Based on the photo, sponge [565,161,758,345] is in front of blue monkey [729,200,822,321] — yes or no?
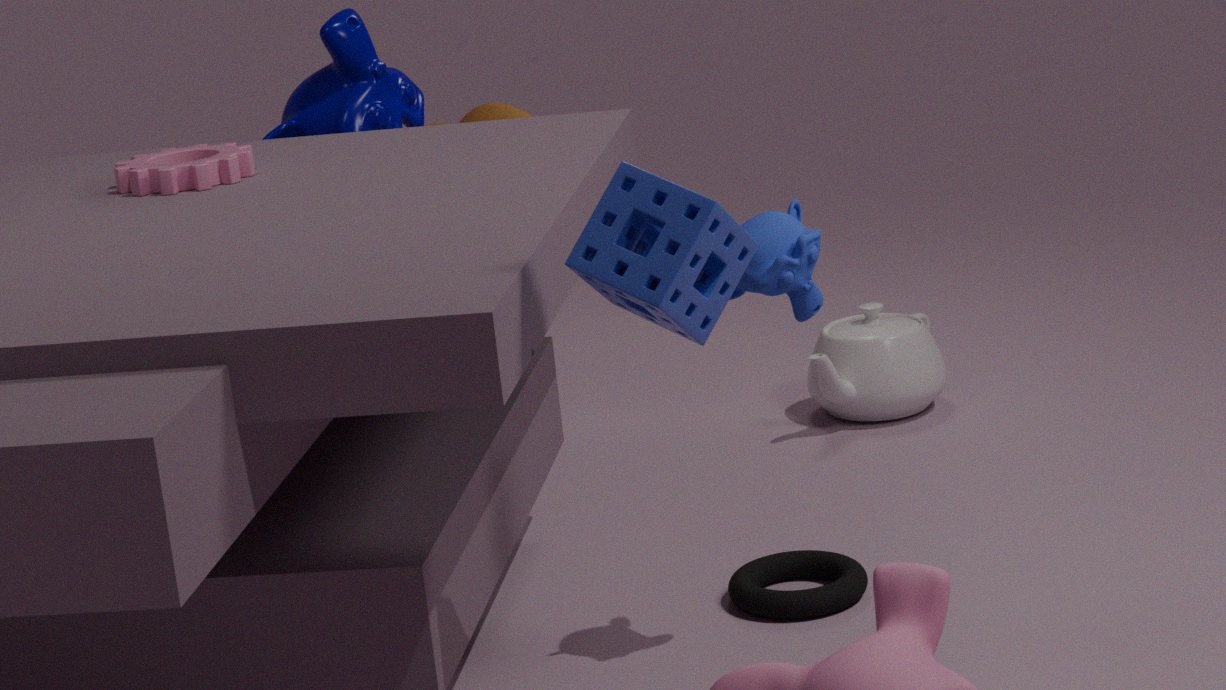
Yes
